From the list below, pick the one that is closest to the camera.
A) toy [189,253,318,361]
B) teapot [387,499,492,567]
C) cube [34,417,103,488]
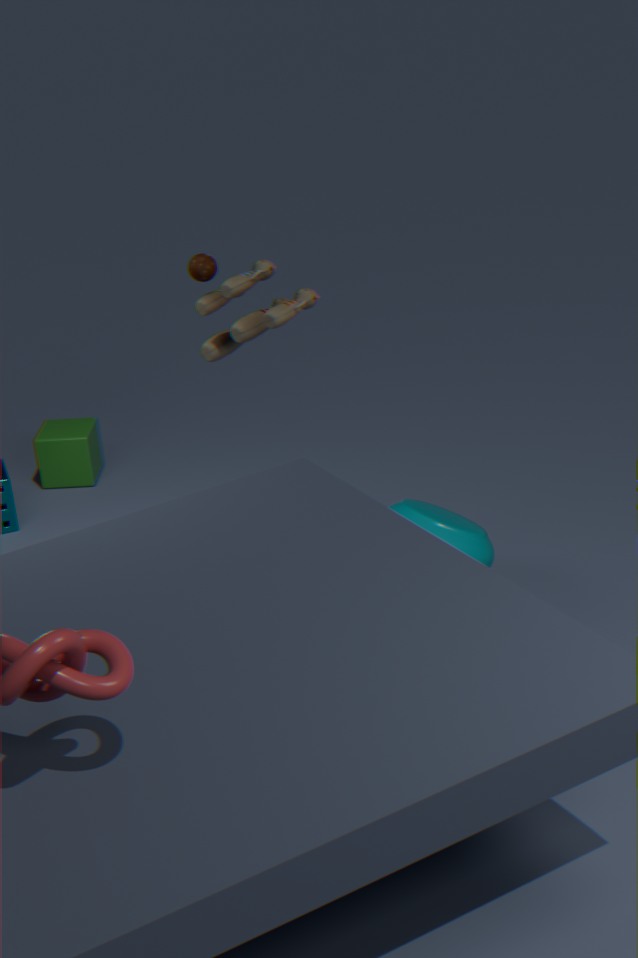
toy [189,253,318,361]
